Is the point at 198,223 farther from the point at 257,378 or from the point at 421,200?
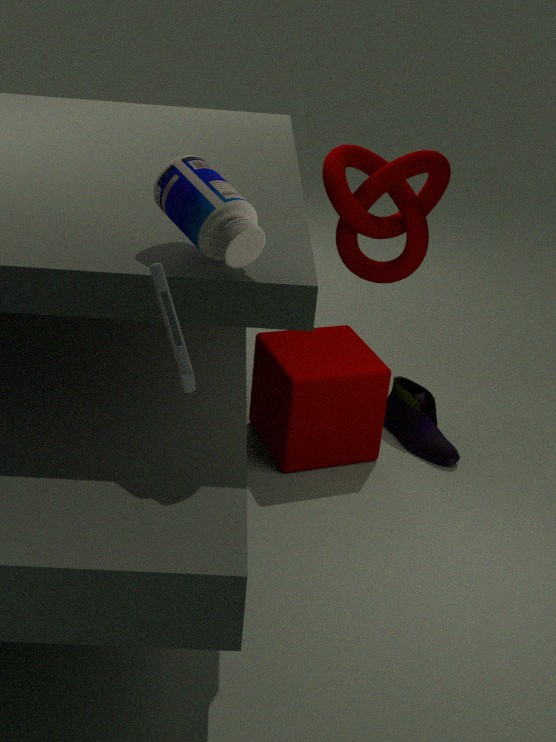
the point at 421,200
